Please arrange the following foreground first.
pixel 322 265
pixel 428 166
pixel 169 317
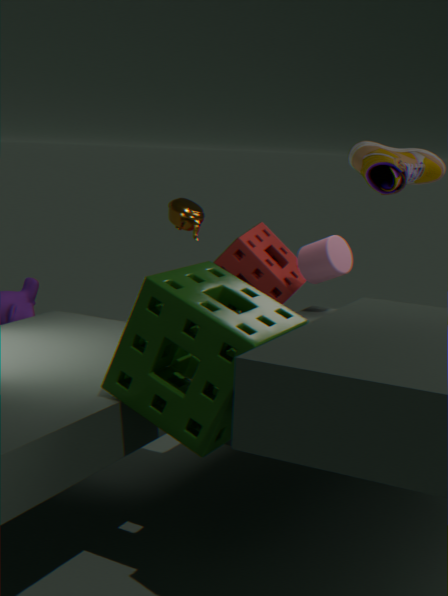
pixel 169 317
pixel 428 166
pixel 322 265
